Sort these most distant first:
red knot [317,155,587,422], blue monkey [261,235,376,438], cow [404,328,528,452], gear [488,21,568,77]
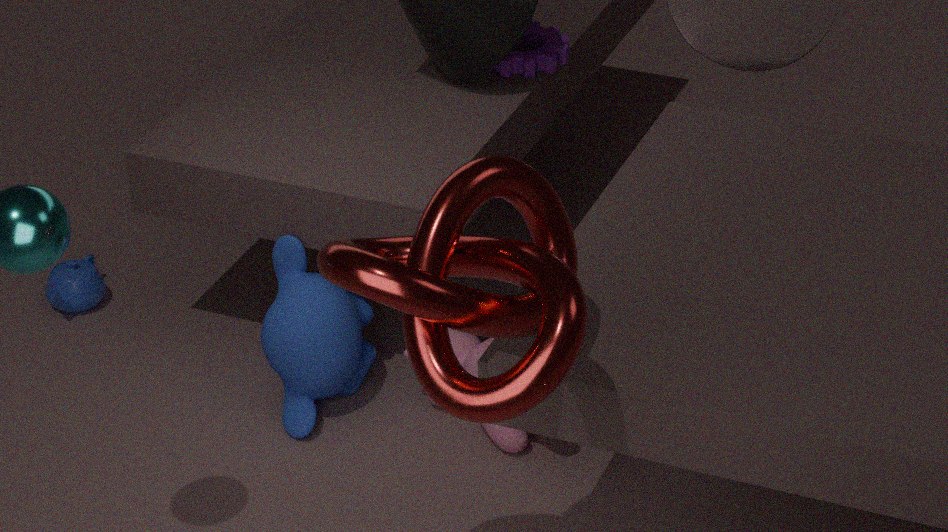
1. gear [488,21,568,77]
2. blue monkey [261,235,376,438]
3. cow [404,328,528,452]
4. red knot [317,155,587,422]
